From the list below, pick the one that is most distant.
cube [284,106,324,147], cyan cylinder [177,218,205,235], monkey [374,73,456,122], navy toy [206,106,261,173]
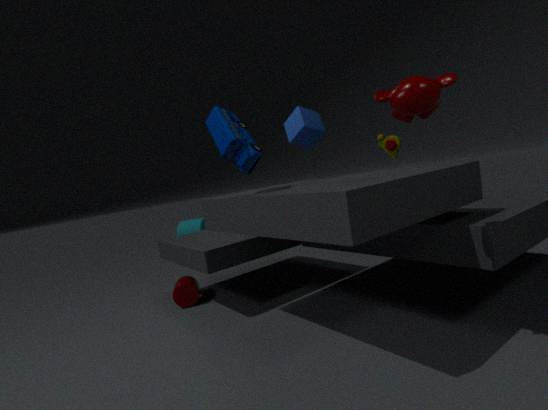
cyan cylinder [177,218,205,235]
